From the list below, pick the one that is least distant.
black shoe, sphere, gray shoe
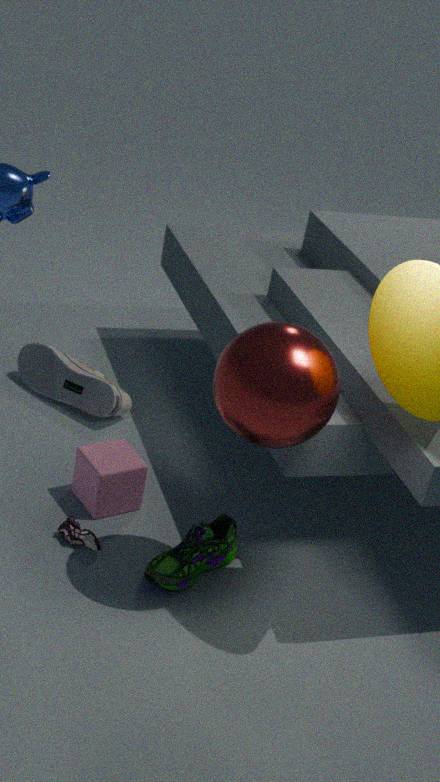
sphere
